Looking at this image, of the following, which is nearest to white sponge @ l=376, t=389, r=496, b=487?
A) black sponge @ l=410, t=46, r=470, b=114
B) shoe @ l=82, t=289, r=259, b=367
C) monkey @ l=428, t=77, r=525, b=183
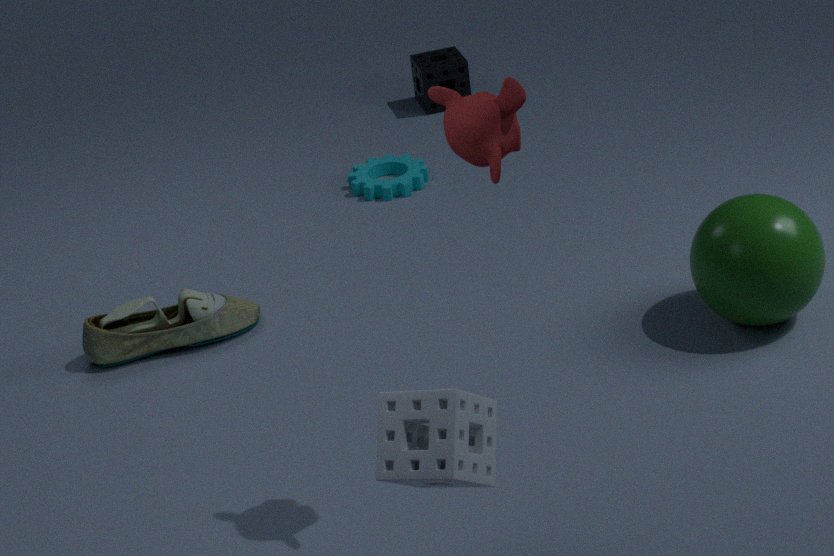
monkey @ l=428, t=77, r=525, b=183
